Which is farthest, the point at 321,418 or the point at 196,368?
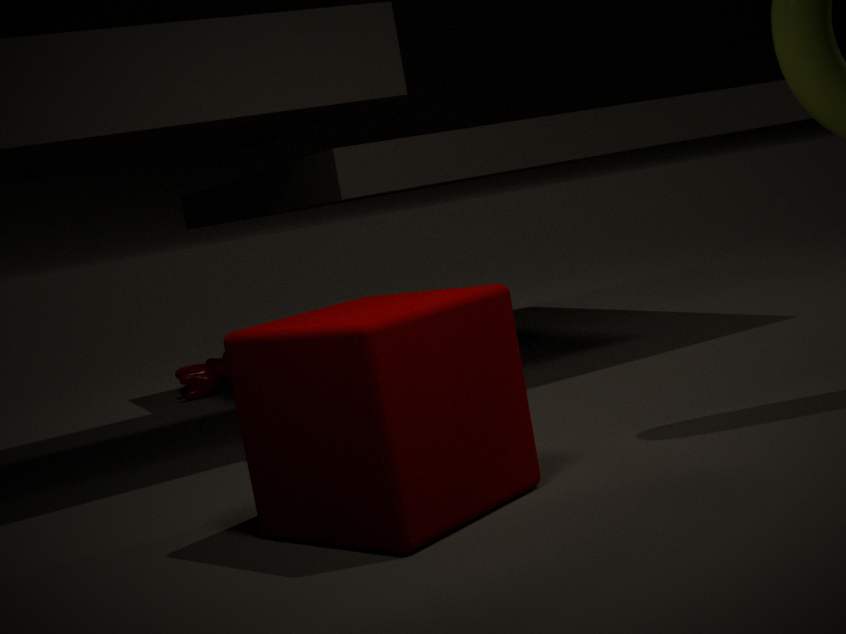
the point at 196,368
